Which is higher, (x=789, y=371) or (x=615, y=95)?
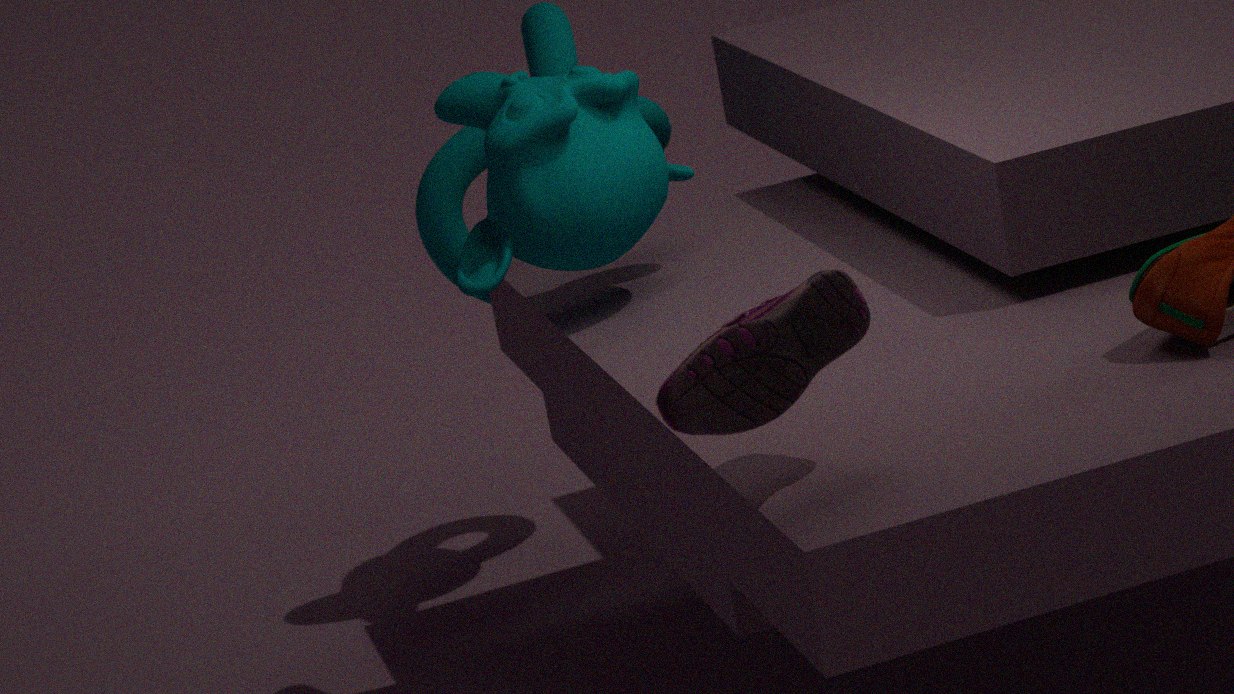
(x=615, y=95)
